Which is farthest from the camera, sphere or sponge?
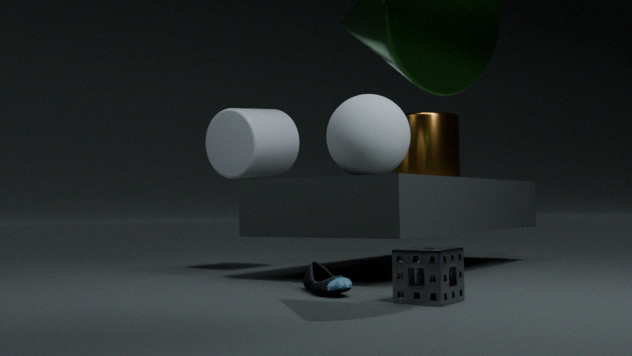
sphere
